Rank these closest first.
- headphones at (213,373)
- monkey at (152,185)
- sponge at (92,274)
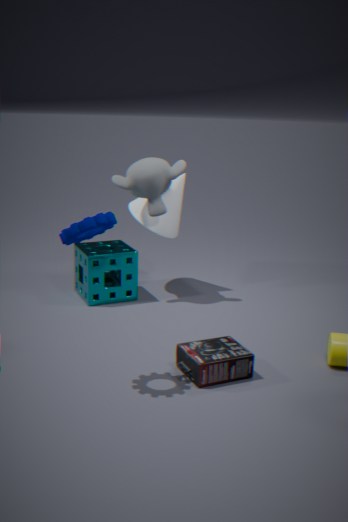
1. headphones at (213,373)
2. monkey at (152,185)
3. sponge at (92,274)
